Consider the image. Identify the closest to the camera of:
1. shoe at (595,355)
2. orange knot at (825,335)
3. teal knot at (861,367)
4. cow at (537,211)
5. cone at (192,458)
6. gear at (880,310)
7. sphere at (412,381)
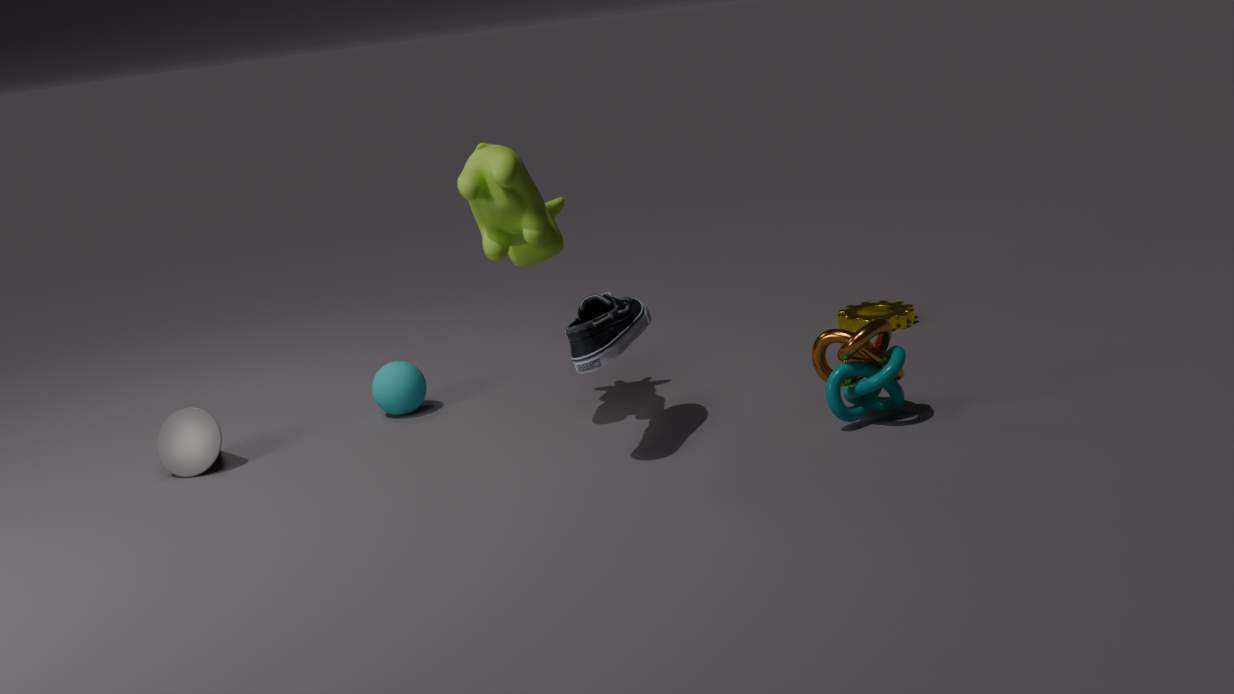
shoe at (595,355)
